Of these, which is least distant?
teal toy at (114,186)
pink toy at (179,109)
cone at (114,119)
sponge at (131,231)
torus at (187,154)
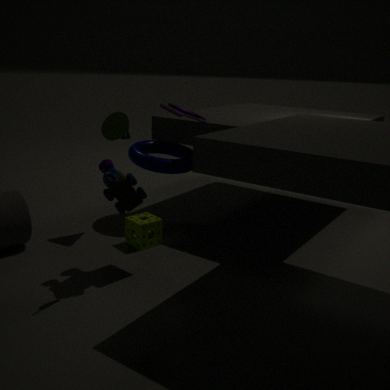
teal toy at (114,186)
